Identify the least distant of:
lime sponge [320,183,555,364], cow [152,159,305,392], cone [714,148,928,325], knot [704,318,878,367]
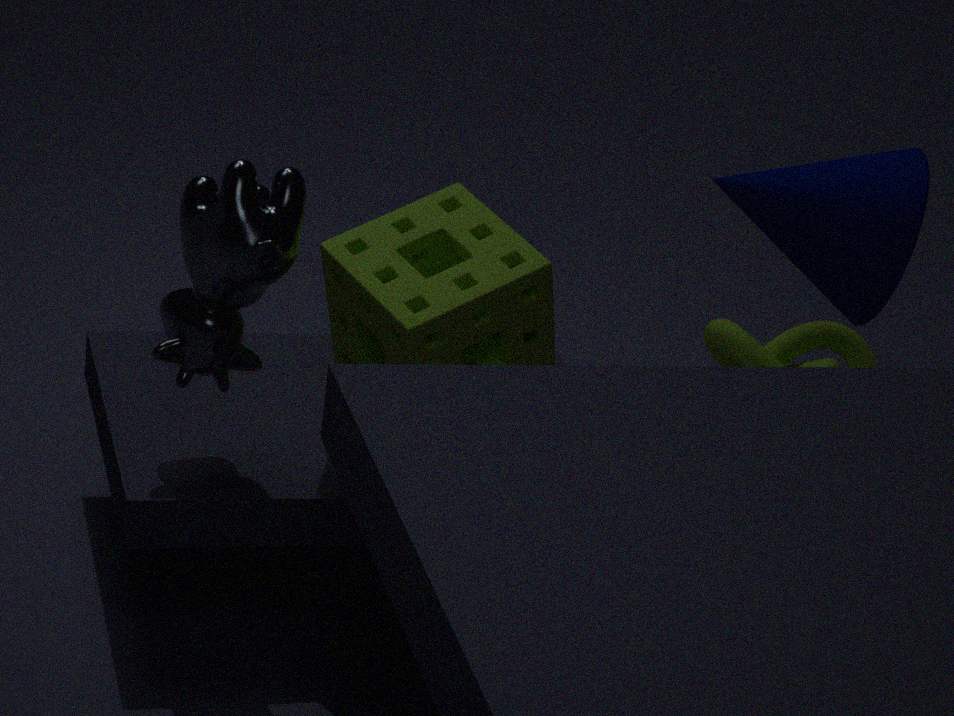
cow [152,159,305,392]
